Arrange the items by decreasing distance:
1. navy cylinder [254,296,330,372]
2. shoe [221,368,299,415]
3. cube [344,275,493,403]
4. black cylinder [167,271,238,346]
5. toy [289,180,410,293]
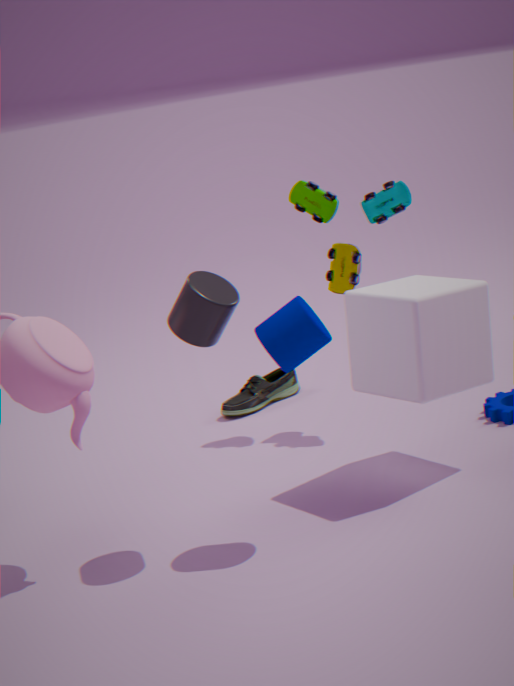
shoe [221,368,299,415], toy [289,180,410,293], cube [344,275,493,403], black cylinder [167,271,238,346], navy cylinder [254,296,330,372]
